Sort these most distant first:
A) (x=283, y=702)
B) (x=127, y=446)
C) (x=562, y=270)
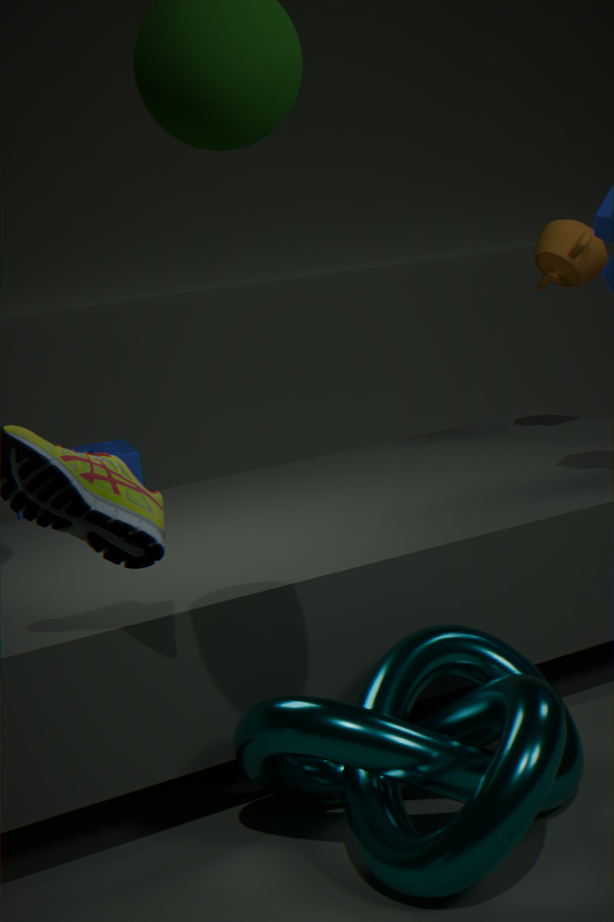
(x=127, y=446), (x=562, y=270), (x=283, y=702)
